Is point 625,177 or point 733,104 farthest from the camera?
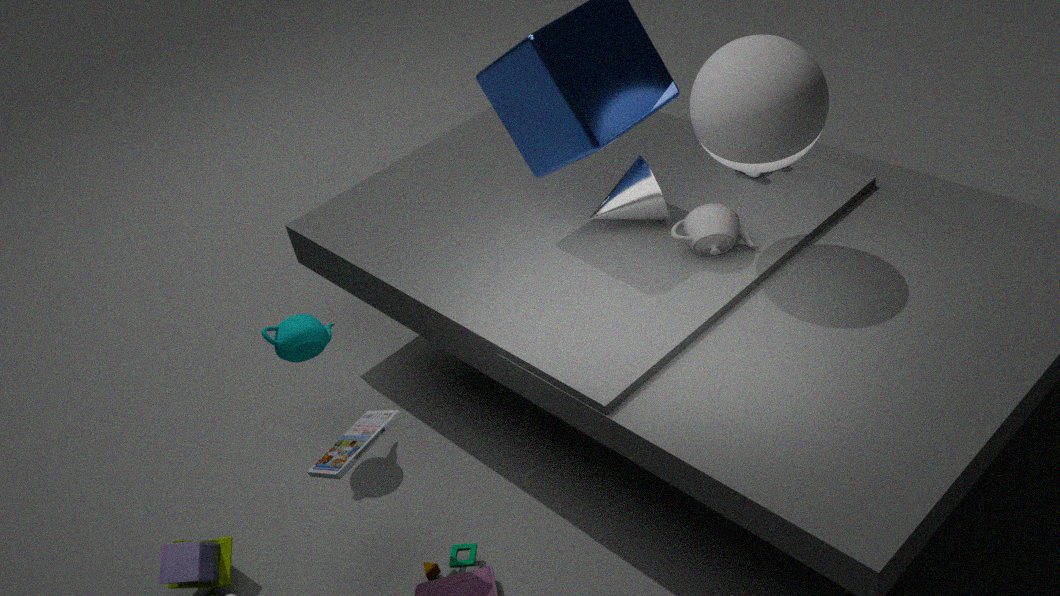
point 625,177
